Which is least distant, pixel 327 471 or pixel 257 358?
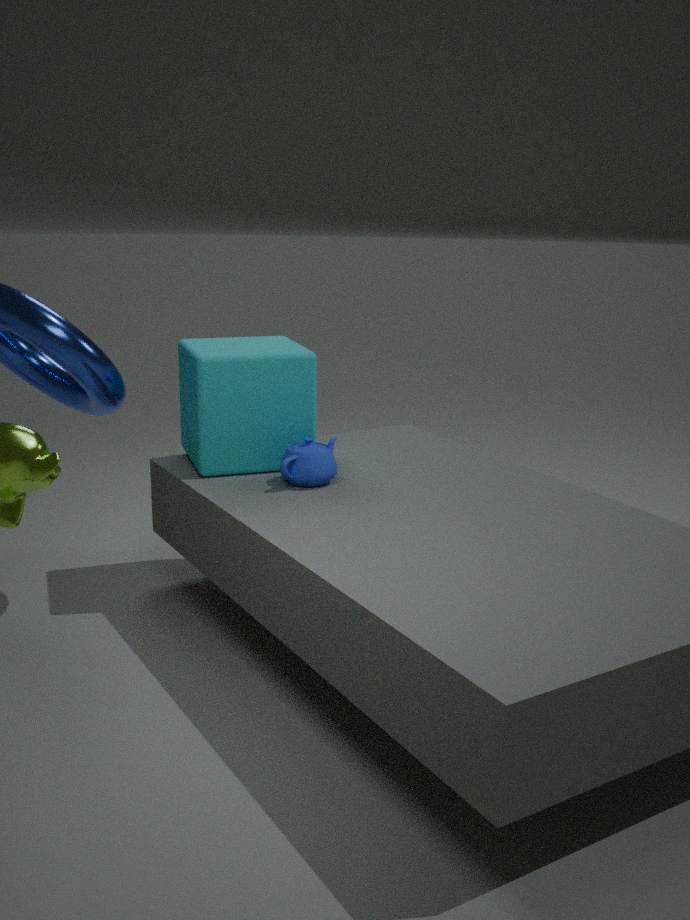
pixel 327 471
